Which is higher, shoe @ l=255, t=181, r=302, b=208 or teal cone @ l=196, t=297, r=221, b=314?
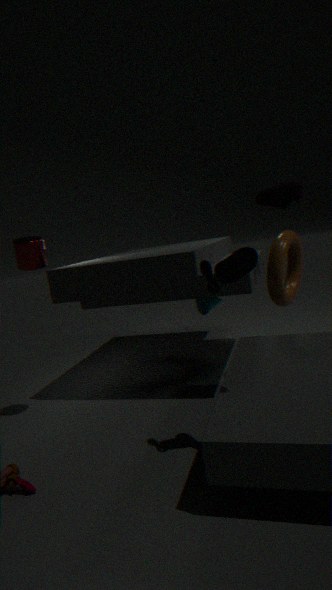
shoe @ l=255, t=181, r=302, b=208
